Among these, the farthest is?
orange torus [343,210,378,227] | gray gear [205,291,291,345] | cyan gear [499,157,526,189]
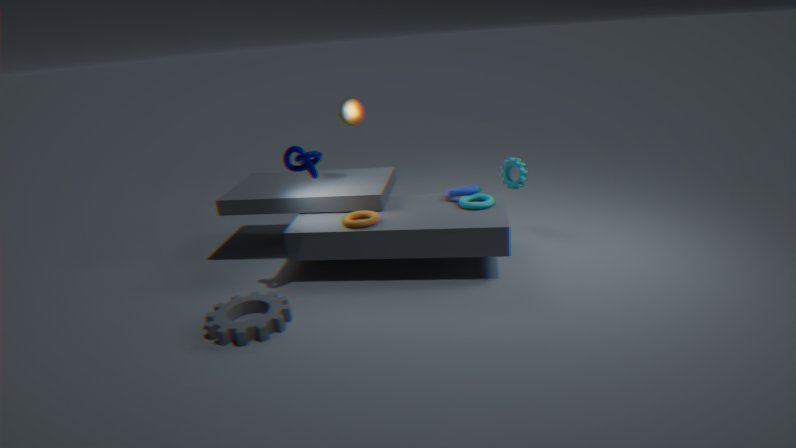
cyan gear [499,157,526,189]
